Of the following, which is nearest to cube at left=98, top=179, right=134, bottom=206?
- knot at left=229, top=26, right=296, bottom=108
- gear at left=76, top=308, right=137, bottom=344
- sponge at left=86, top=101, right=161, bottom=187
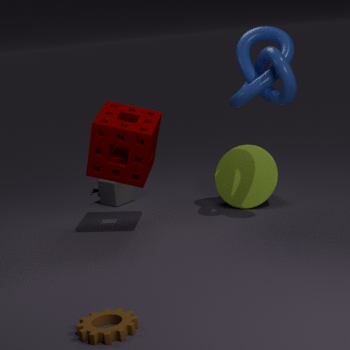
sponge at left=86, top=101, right=161, bottom=187
